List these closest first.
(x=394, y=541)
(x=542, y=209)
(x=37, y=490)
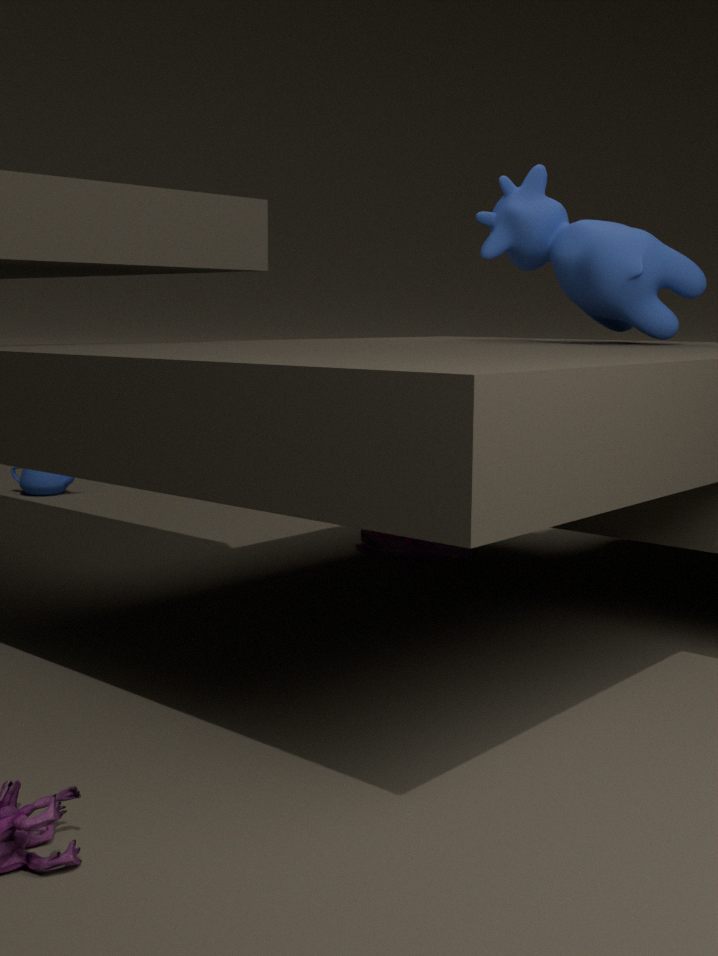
(x=542, y=209) → (x=394, y=541) → (x=37, y=490)
